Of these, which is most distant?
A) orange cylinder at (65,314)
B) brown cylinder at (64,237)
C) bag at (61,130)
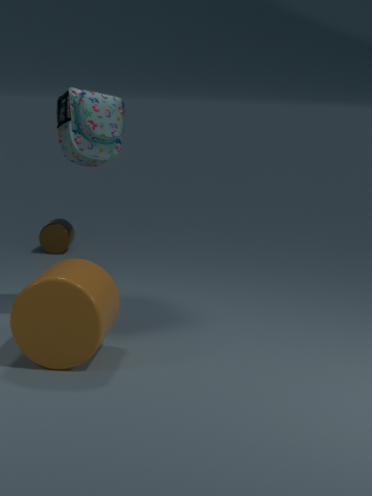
brown cylinder at (64,237)
